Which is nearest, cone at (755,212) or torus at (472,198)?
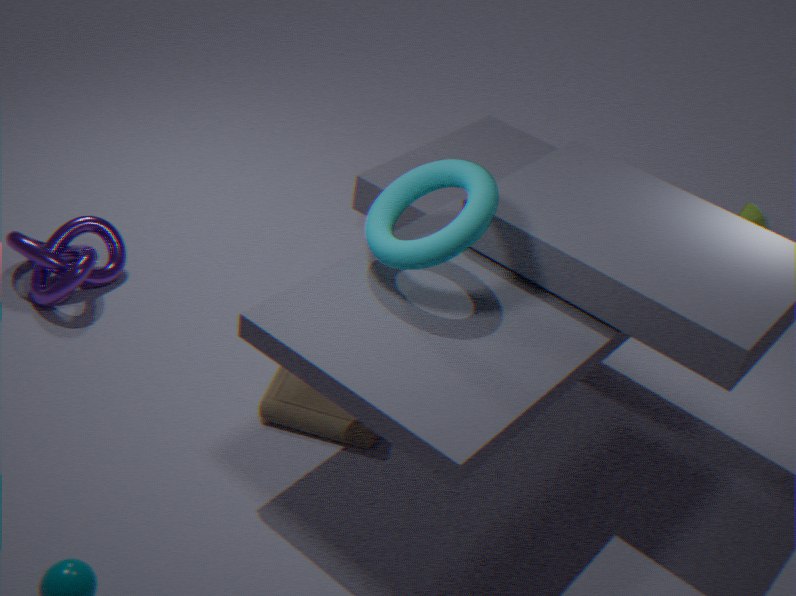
torus at (472,198)
